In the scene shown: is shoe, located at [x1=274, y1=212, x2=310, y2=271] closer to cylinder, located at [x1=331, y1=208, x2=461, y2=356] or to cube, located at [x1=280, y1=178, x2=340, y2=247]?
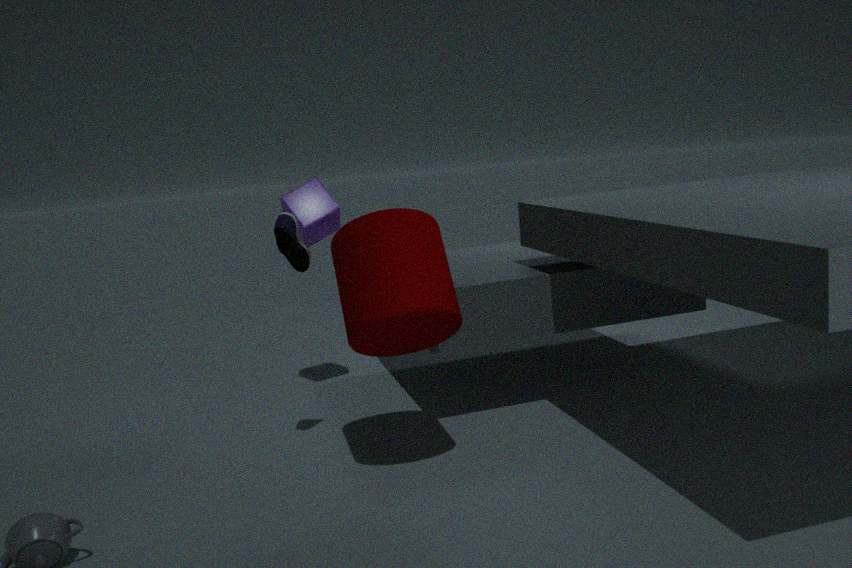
cylinder, located at [x1=331, y1=208, x2=461, y2=356]
